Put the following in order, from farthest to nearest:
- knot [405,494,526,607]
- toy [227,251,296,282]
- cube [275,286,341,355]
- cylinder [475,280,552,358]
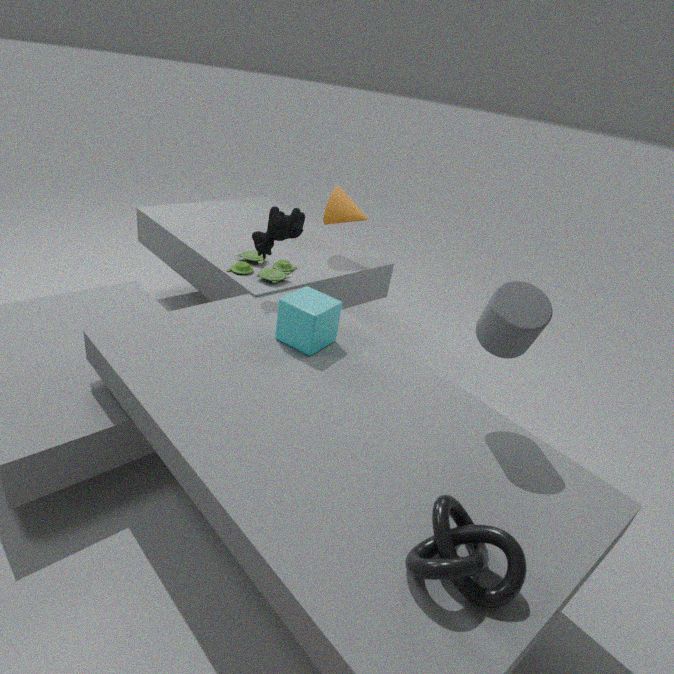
1. toy [227,251,296,282]
2. cube [275,286,341,355]
3. cylinder [475,280,552,358]
4. knot [405,494,526,607]
